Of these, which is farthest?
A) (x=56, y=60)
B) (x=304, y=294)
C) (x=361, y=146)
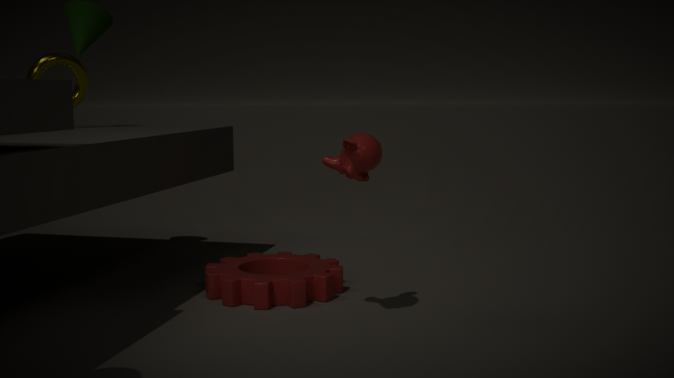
(x=56, y=60)
